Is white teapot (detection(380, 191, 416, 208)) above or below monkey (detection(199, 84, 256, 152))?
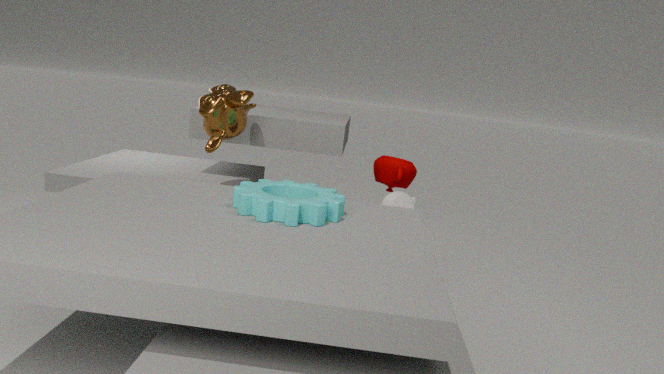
below
